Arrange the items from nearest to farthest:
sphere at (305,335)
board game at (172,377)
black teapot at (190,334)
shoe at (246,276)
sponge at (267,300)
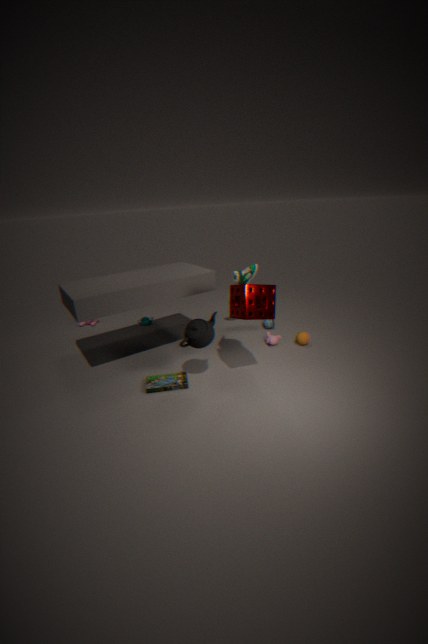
sponge at (267,300) → black teapot at (190,334) → board game at (172,377) → sphere at (305,335) → shoe at (246,276)
